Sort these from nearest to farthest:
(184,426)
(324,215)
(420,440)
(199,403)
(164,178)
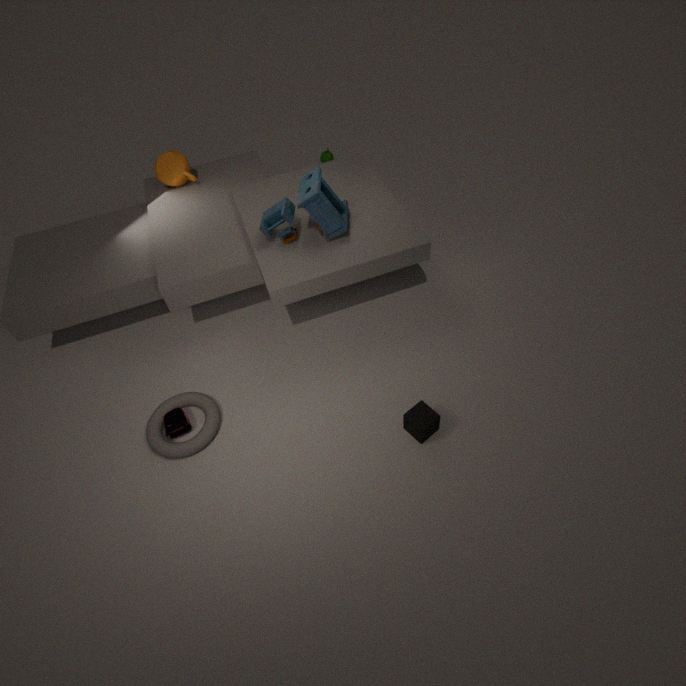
1. (420,440)
2. (184,426)
3. (324,215)
4. (199,403)
5. (164,178)
